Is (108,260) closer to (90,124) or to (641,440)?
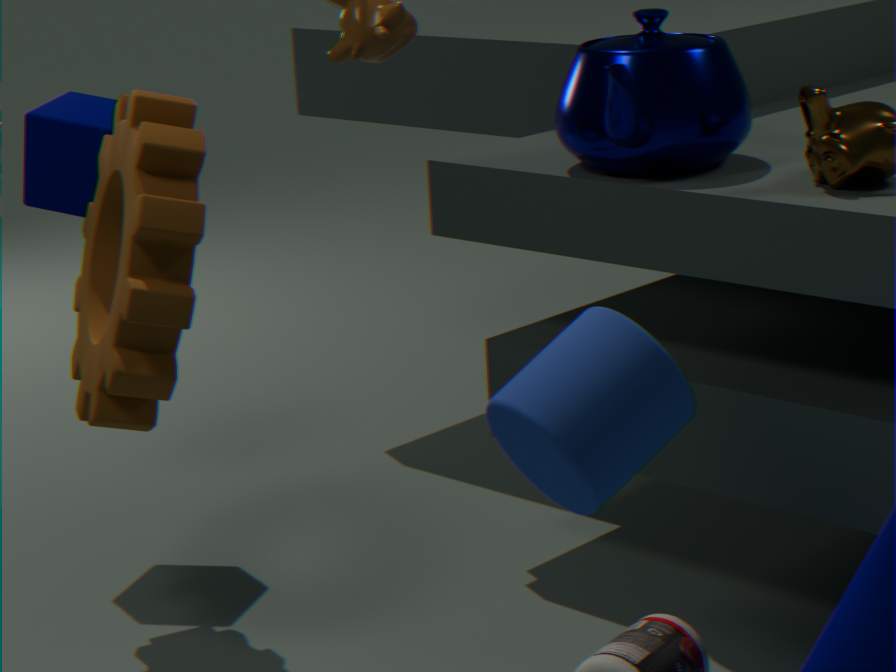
(90,124)
